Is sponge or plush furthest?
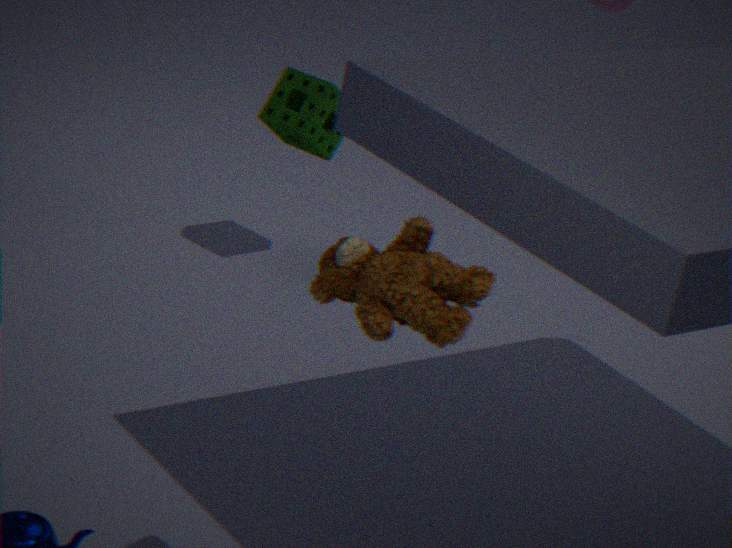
sponge
